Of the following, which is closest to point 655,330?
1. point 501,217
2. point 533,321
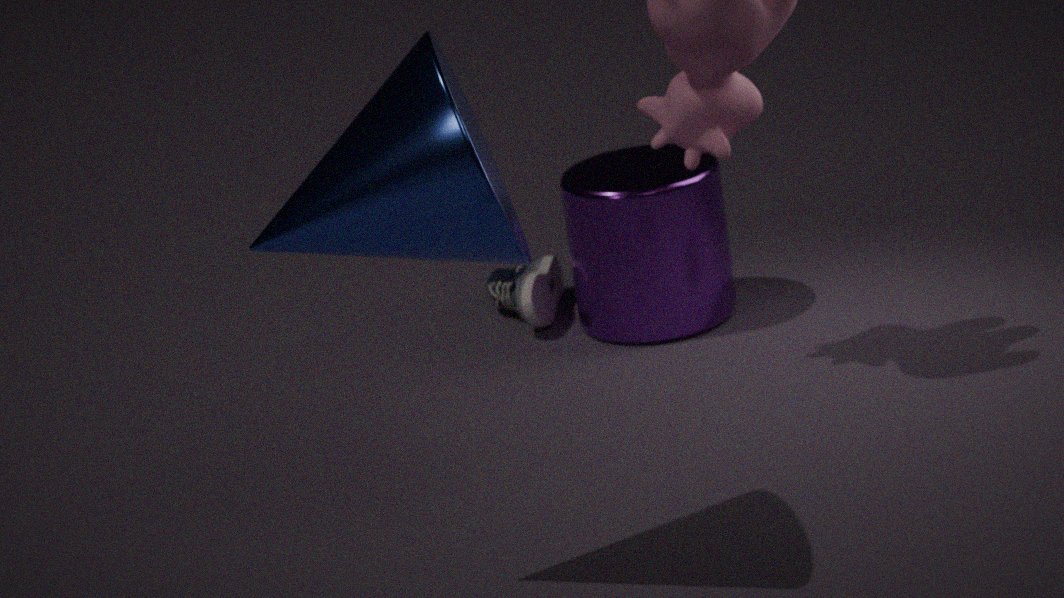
point 533,321
